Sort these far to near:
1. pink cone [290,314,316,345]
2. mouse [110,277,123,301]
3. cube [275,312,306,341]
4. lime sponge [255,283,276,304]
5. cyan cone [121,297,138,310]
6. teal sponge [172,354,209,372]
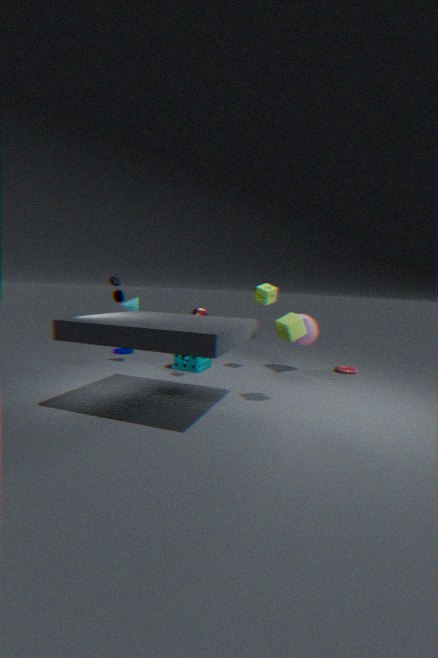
cyan cone [121,297,138,310]
teal sponge [172,354,209,372]
pink cone [290,314,316,345]
lime sponge [255,283,276,304]
cube [275,312,306,341]
mouse [110,277,123,301]
